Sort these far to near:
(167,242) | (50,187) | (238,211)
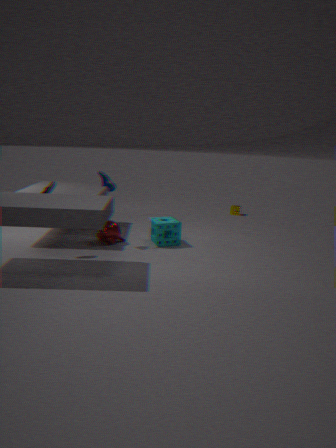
(238,211) → (167,242) → (50,187)
